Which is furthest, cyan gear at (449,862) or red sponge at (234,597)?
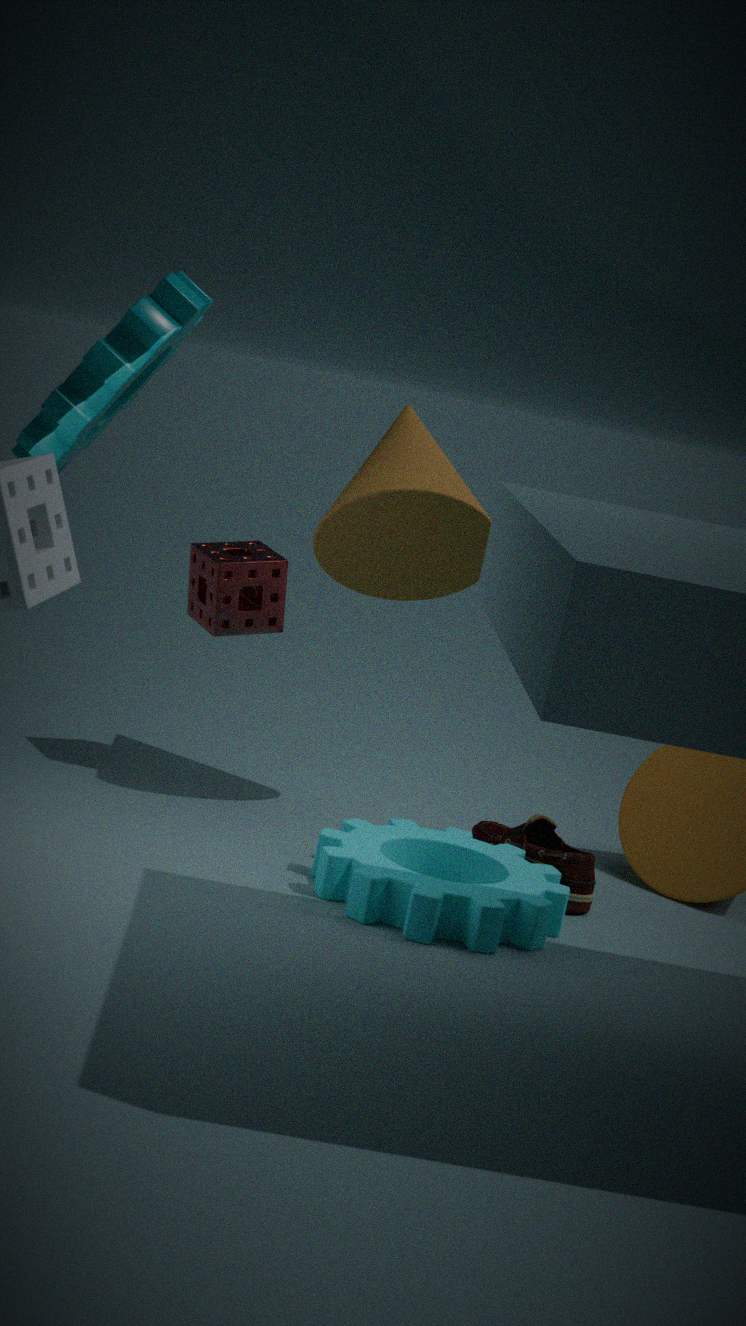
red sponge at (234,597)
